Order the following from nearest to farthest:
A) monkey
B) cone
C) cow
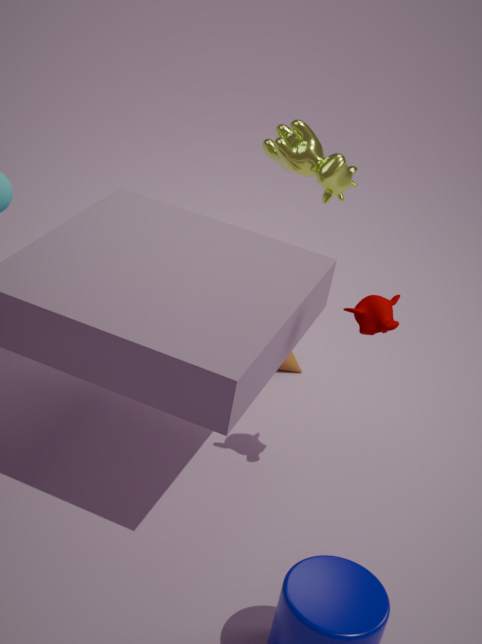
monkey
cow
cone
